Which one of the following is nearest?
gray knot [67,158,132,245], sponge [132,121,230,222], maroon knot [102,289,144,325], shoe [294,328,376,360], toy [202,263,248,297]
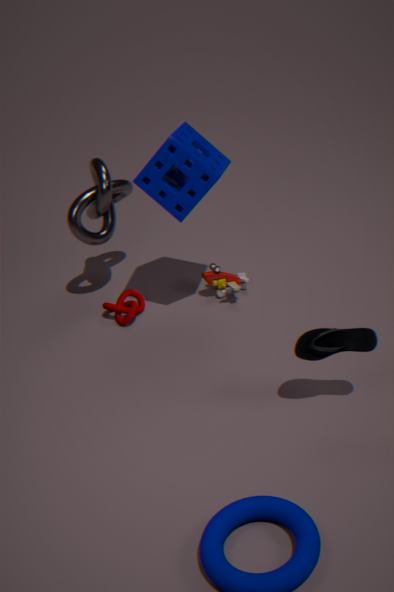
shoe [294,328,376,360]
